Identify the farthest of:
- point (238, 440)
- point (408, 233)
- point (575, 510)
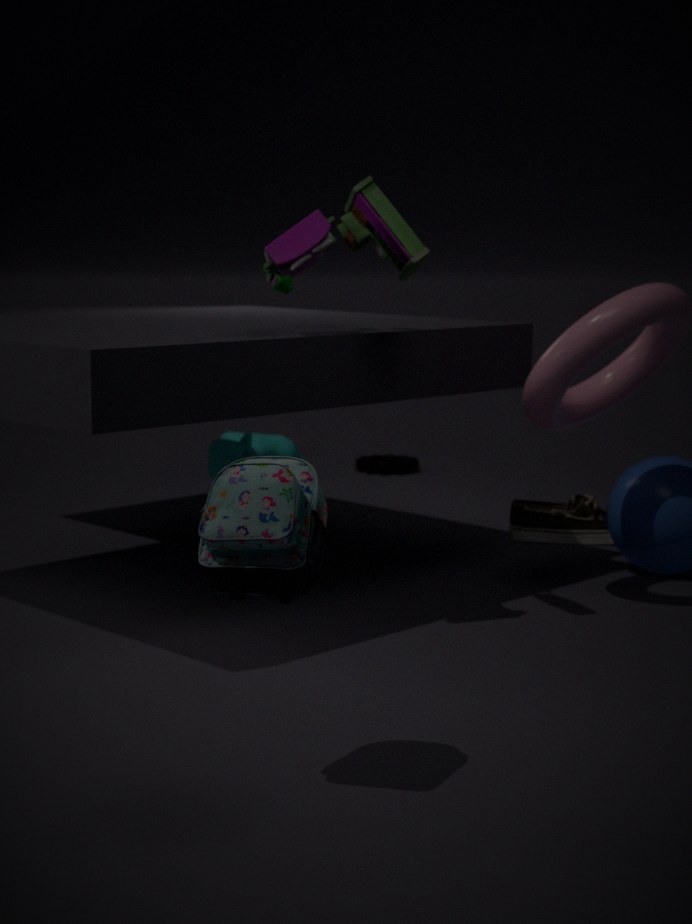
point (238, 440)
